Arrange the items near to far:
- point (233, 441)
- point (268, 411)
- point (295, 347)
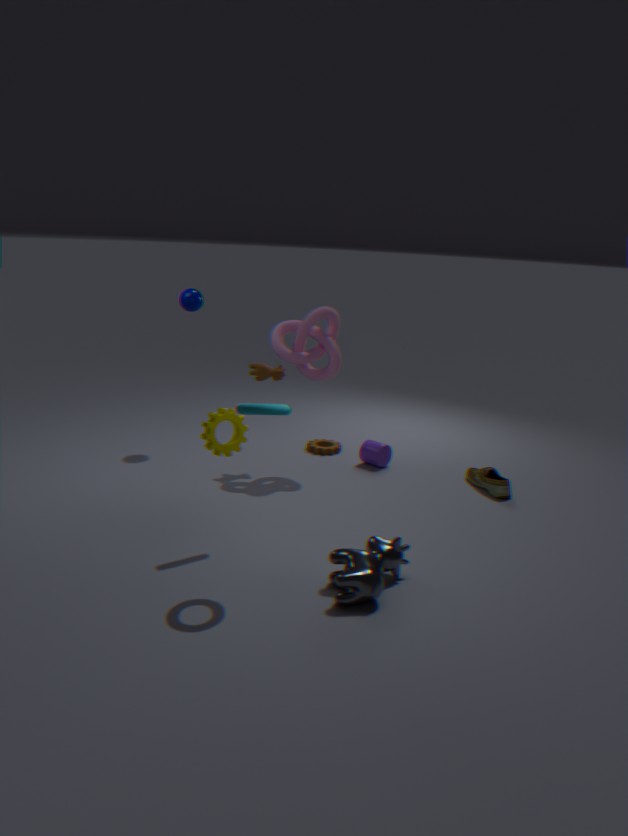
point (268, 411) < point (233, 441) < point (295, 347)
